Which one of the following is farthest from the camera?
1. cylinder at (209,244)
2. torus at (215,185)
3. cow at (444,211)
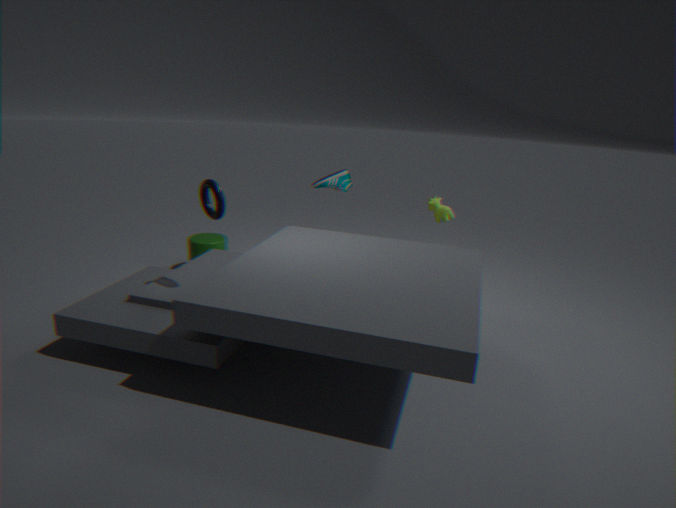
cylinder at (209,244)
